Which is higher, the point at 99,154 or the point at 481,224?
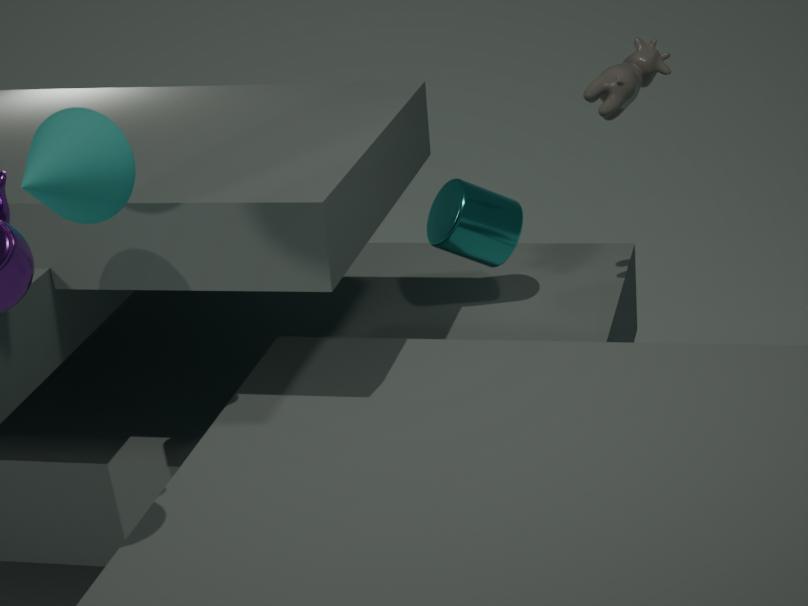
the point at 99,154
